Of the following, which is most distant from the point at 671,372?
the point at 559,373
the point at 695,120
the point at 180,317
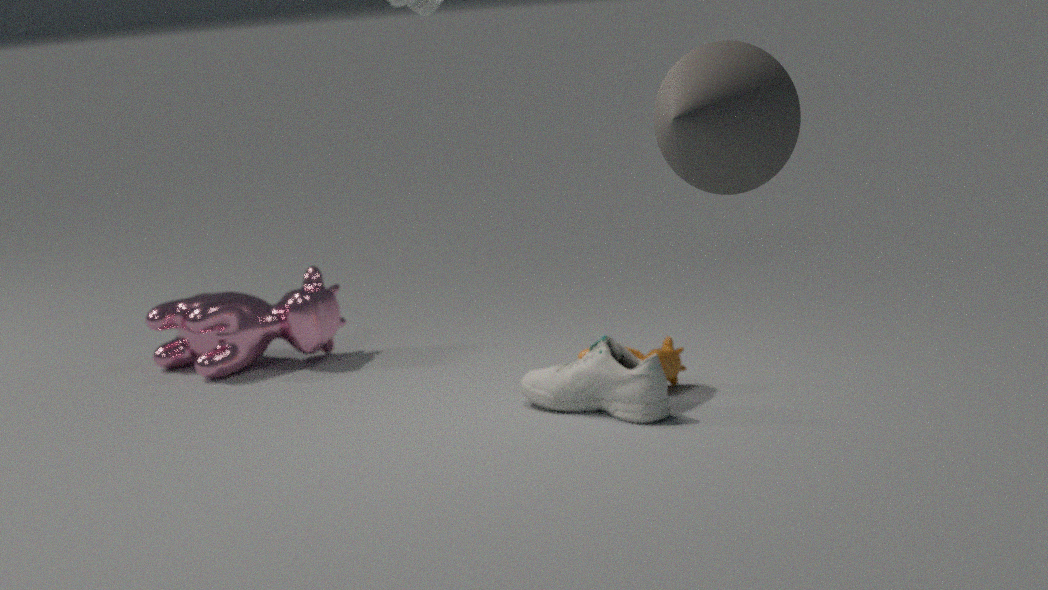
the point at 695,120
